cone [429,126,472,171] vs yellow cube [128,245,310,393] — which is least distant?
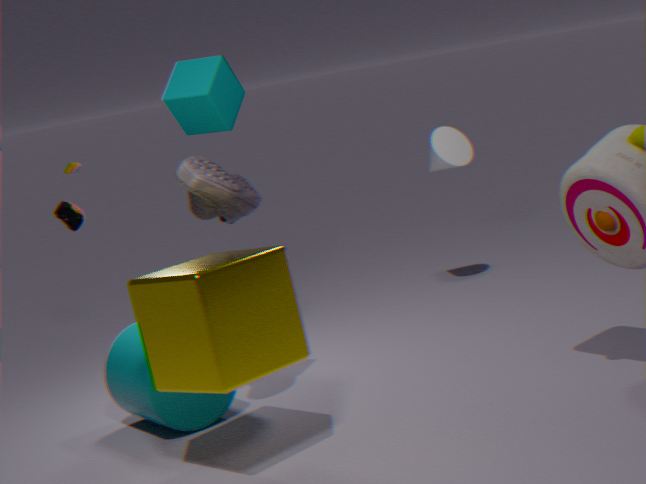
yellow cube [128,245,310,393]
